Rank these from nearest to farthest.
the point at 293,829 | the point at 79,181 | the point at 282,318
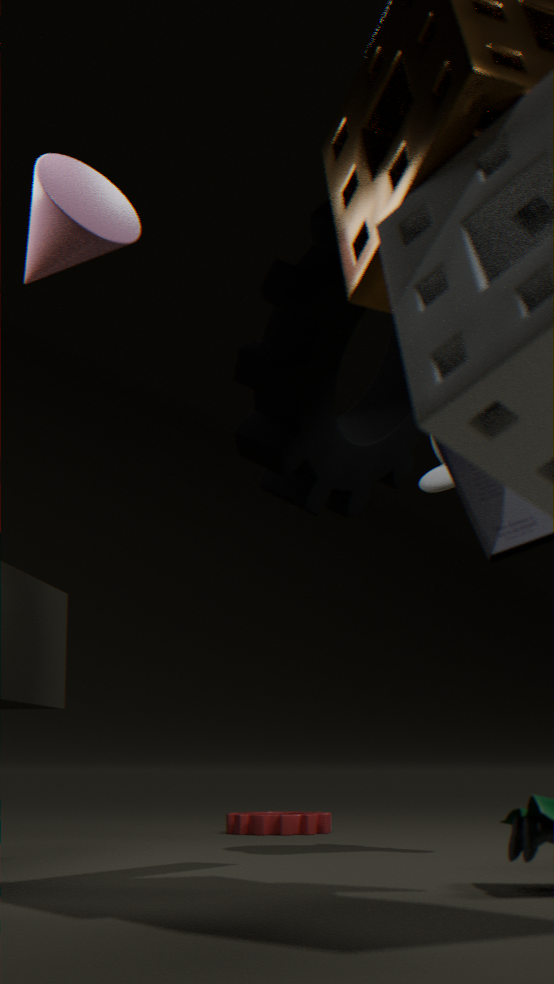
1. the point at 282,318
2. the point at 79,181
3. the point at 293,829
